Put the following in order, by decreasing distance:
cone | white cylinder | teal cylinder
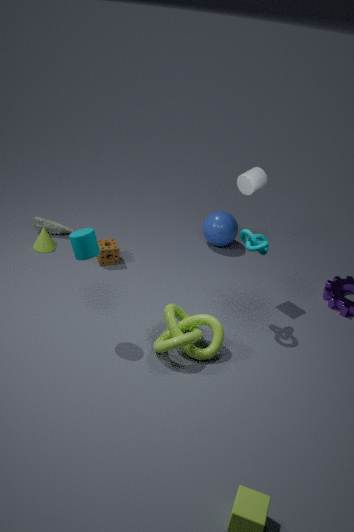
cone < white cylinder < teal cylinder
